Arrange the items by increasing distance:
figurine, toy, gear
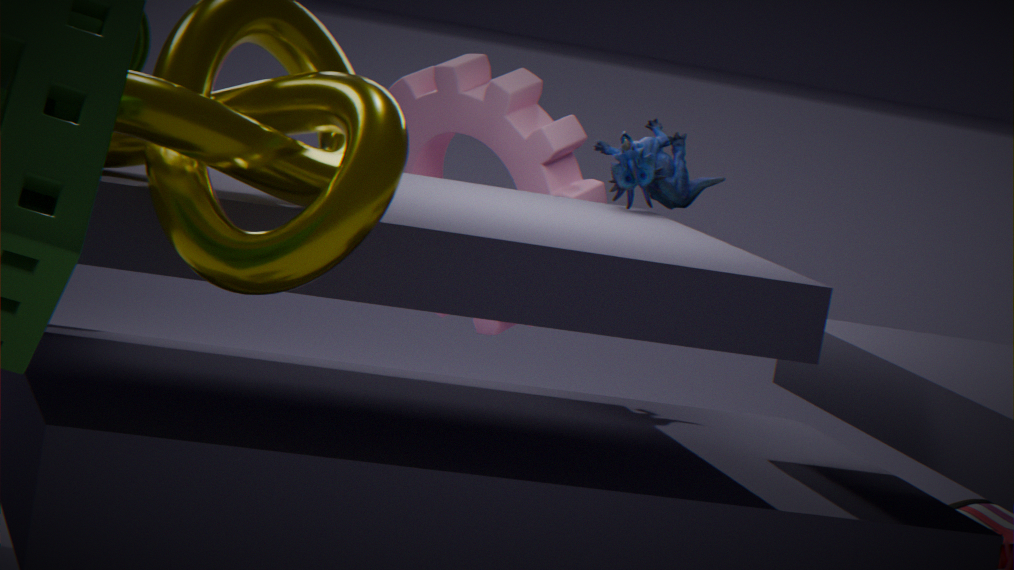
figurine
toy
gear
